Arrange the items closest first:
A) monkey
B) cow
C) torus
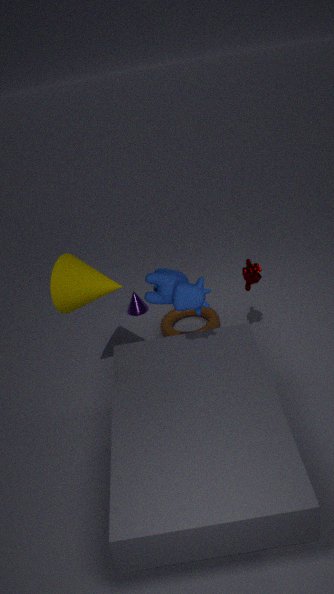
cow < monkey < torus
